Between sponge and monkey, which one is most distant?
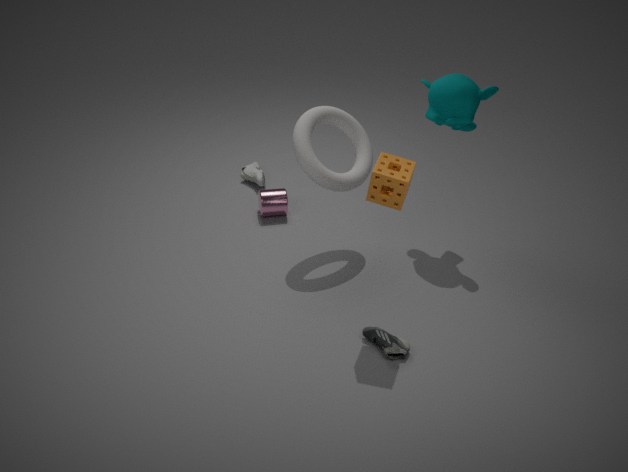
monkey
